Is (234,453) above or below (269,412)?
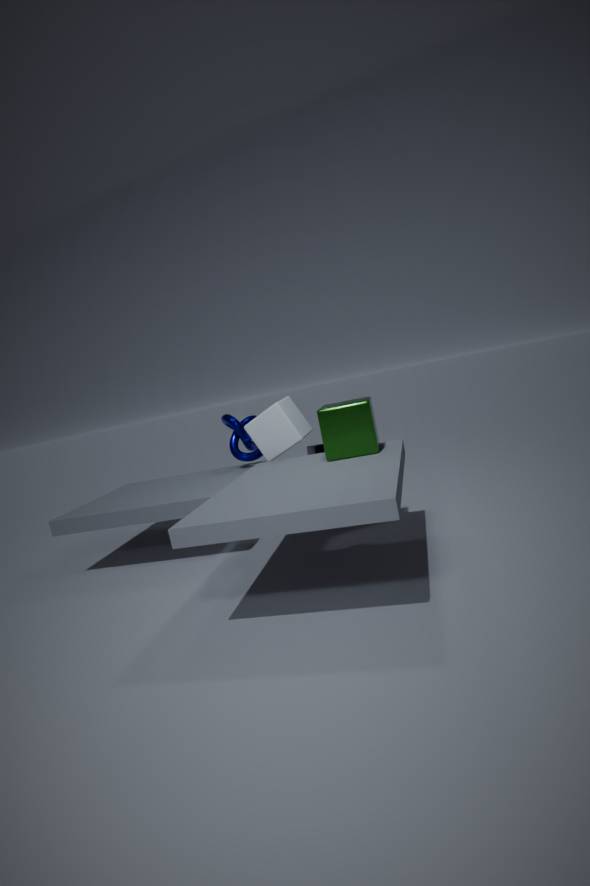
below
